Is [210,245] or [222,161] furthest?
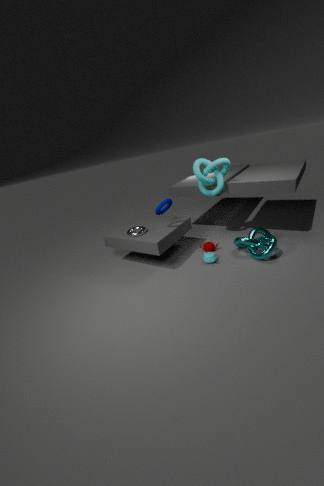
[210,245]
